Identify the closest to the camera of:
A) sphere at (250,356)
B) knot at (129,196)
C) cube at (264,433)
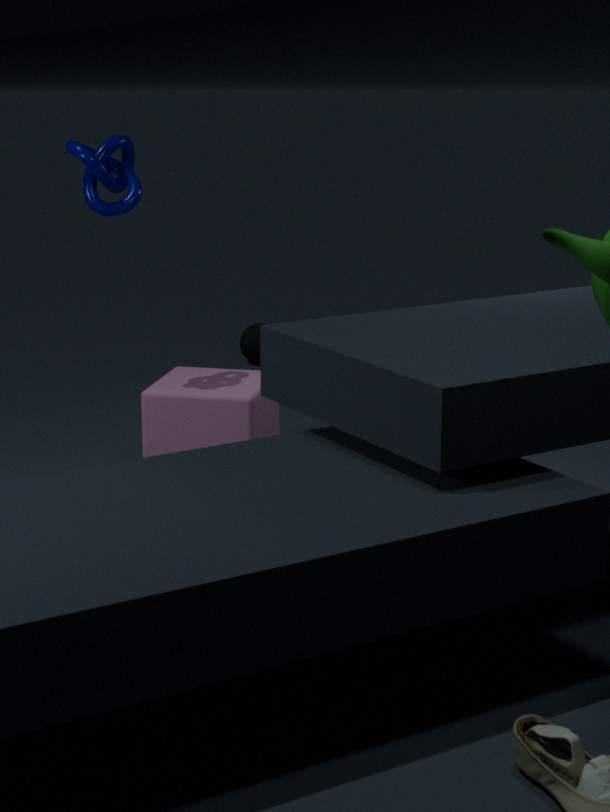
knot at (129,196)
